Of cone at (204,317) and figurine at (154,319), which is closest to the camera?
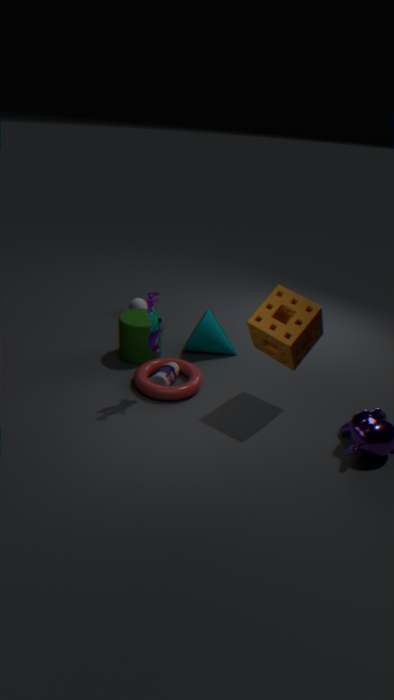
figurine at (154,319)
